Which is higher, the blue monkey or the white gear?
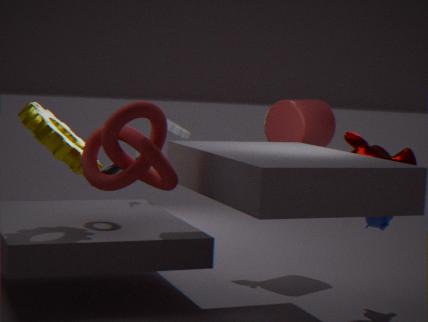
the white gear
